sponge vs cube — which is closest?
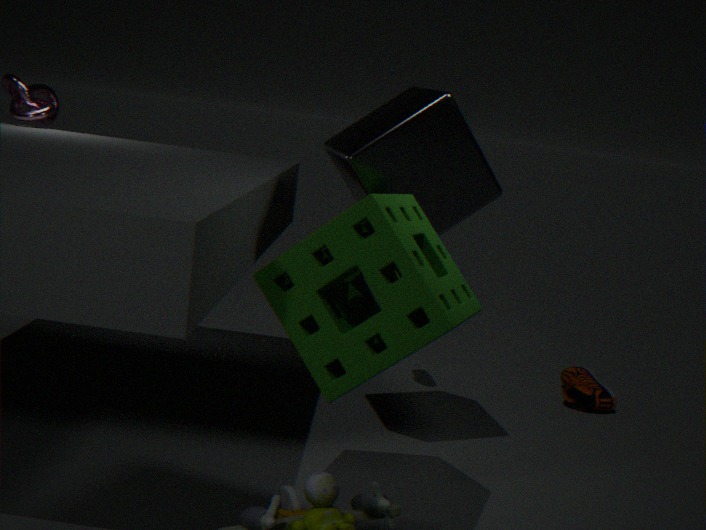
sponge
